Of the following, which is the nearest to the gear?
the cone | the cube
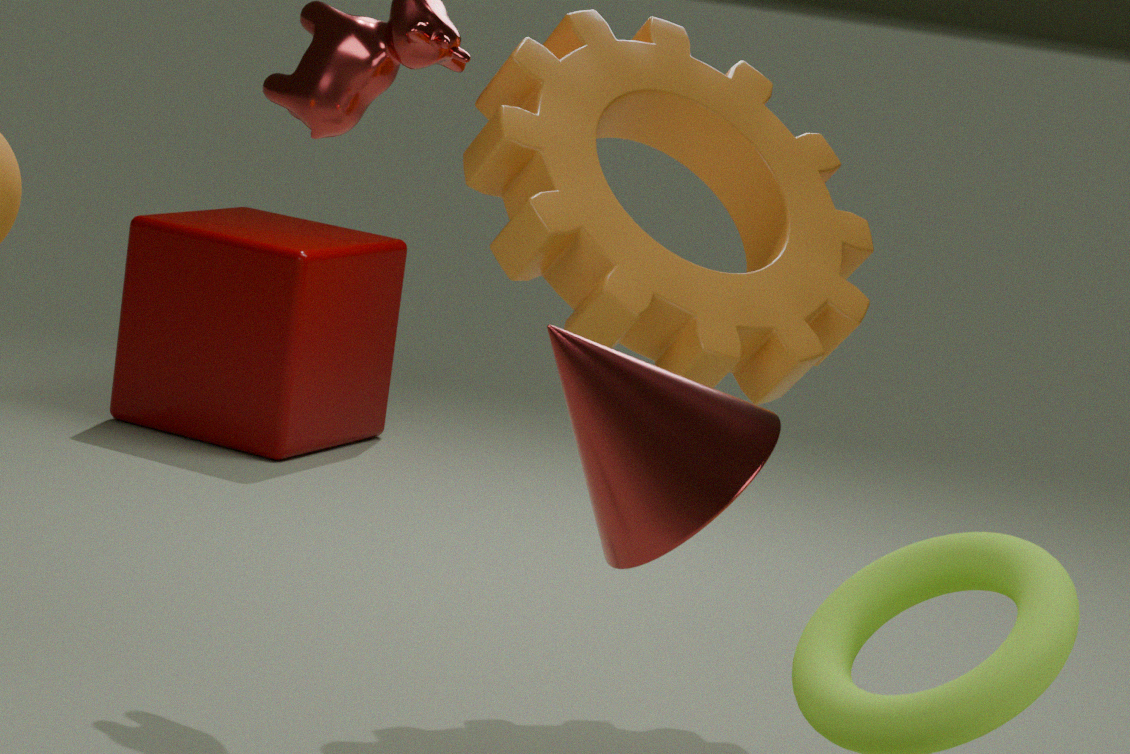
the cone
